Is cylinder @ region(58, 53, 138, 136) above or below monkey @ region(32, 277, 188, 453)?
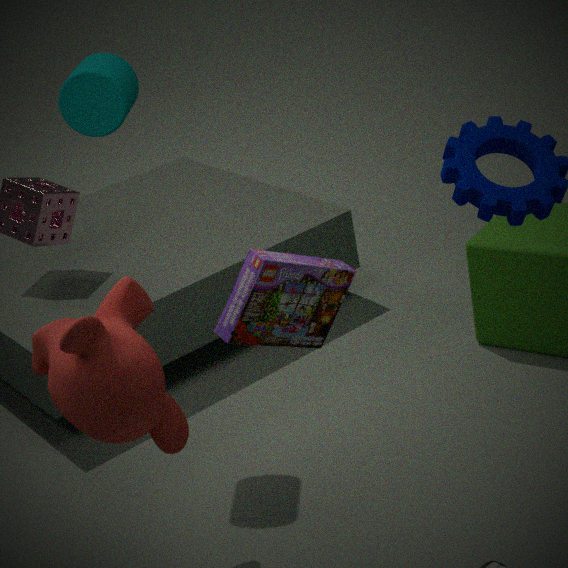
above
